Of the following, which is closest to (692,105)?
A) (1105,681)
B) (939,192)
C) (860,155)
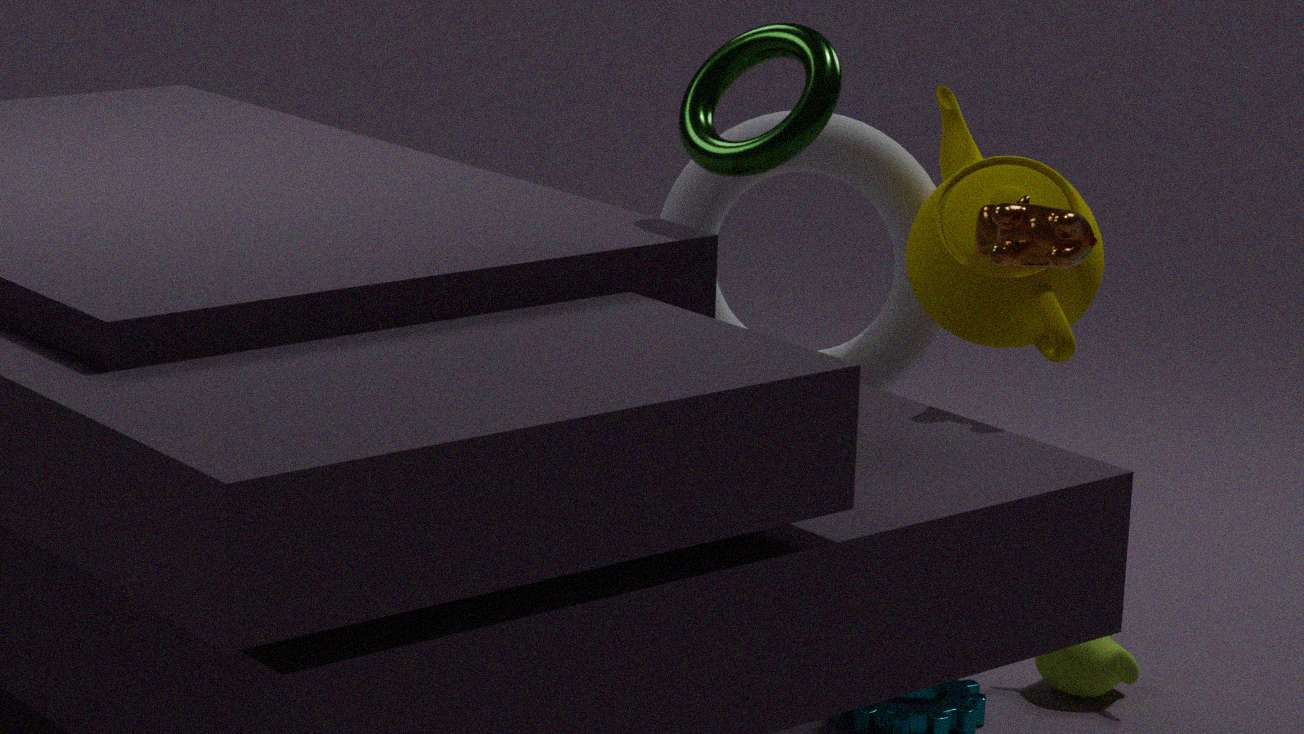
(939,192)
